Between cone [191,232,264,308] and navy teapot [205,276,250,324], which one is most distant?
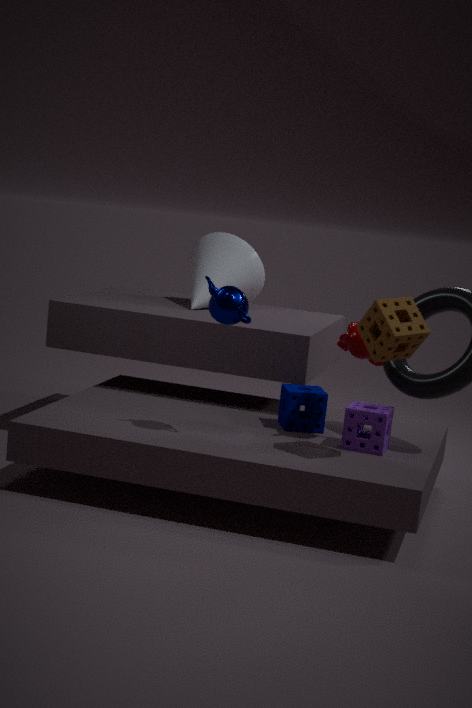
cone [191,232,264,308]
